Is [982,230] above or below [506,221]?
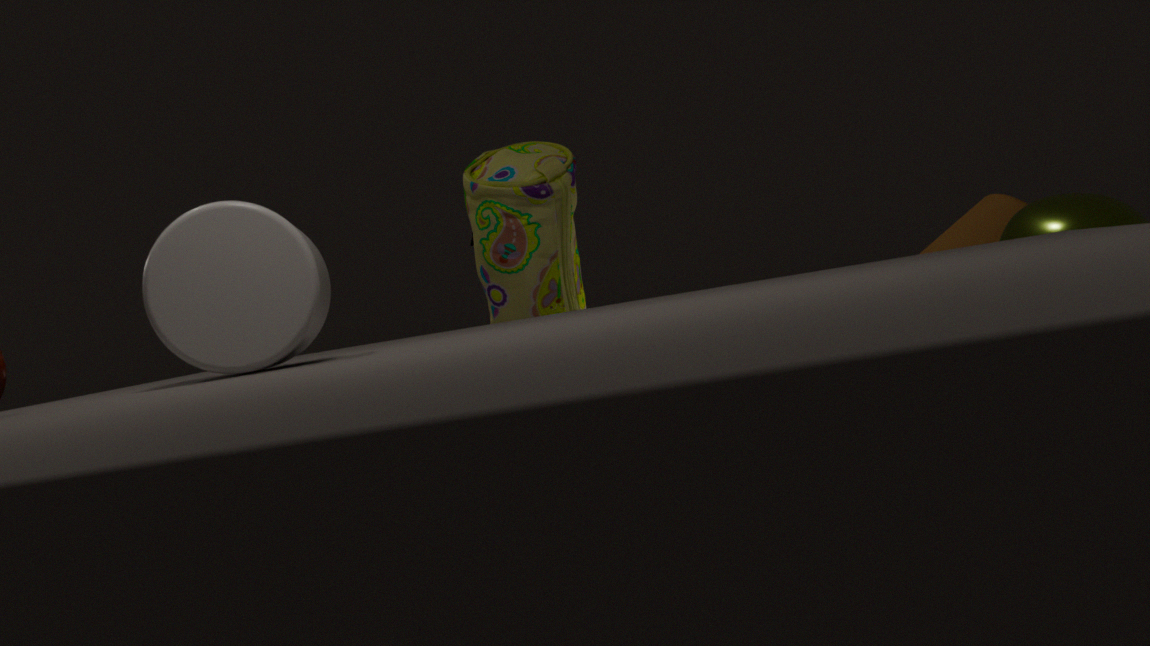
below
